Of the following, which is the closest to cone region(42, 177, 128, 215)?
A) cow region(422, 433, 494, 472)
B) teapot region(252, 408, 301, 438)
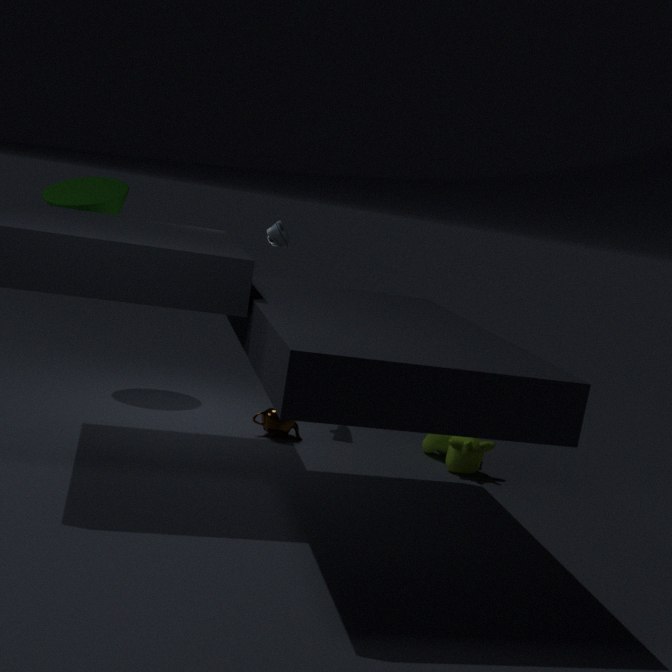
teapot region(252, 408, 301, 438)
